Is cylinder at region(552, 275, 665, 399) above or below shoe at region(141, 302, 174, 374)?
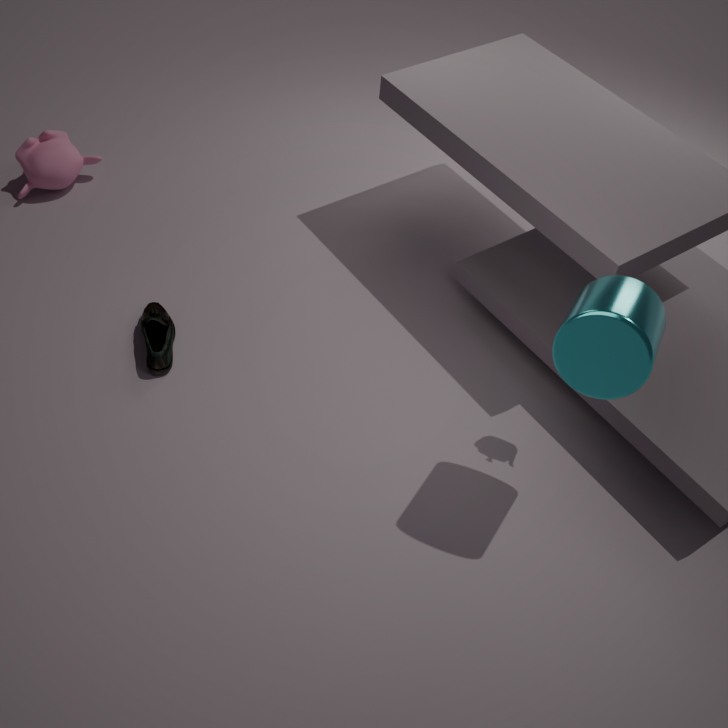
above
